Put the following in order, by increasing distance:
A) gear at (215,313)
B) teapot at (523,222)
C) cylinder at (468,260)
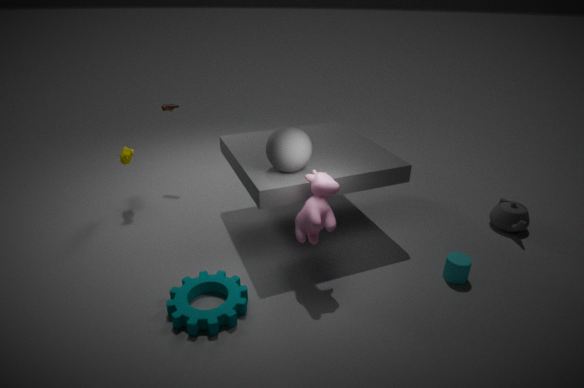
gear at (215,313) < cylinder at (468,260) < teapot at (523,222)
